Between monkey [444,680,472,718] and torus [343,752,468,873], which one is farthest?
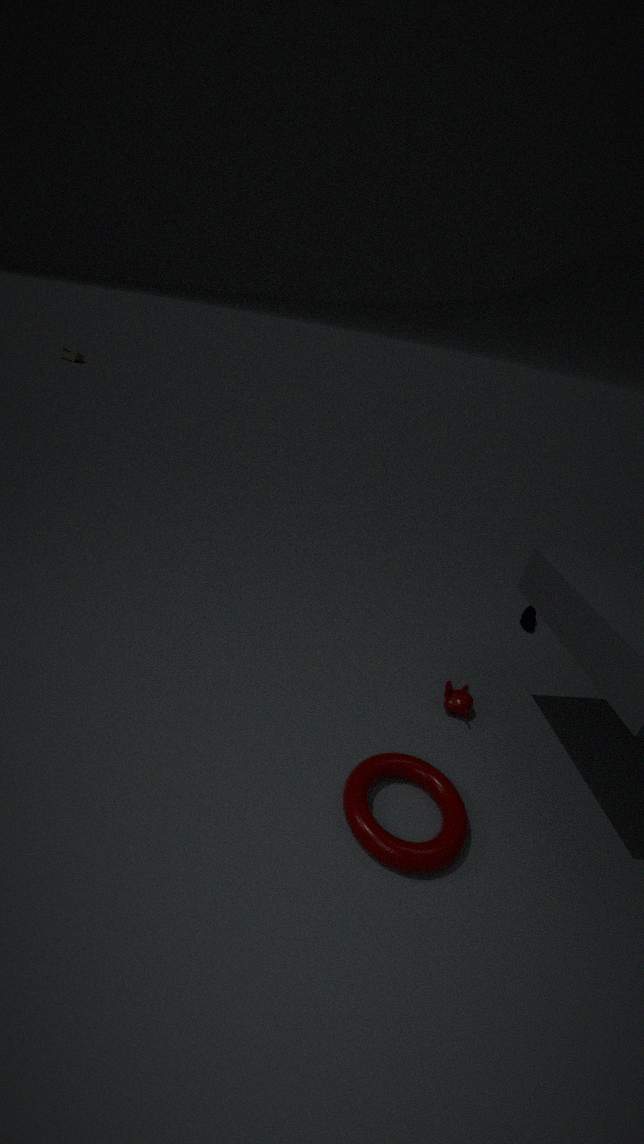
monkey [444,680,472,718]
